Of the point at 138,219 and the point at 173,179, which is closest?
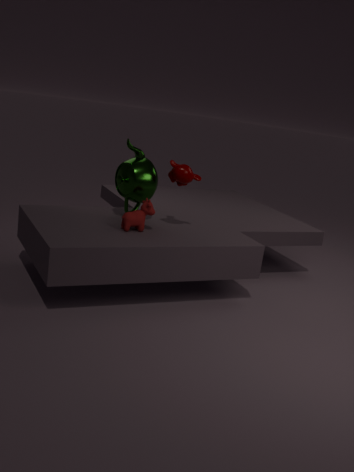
the point at 138,219
